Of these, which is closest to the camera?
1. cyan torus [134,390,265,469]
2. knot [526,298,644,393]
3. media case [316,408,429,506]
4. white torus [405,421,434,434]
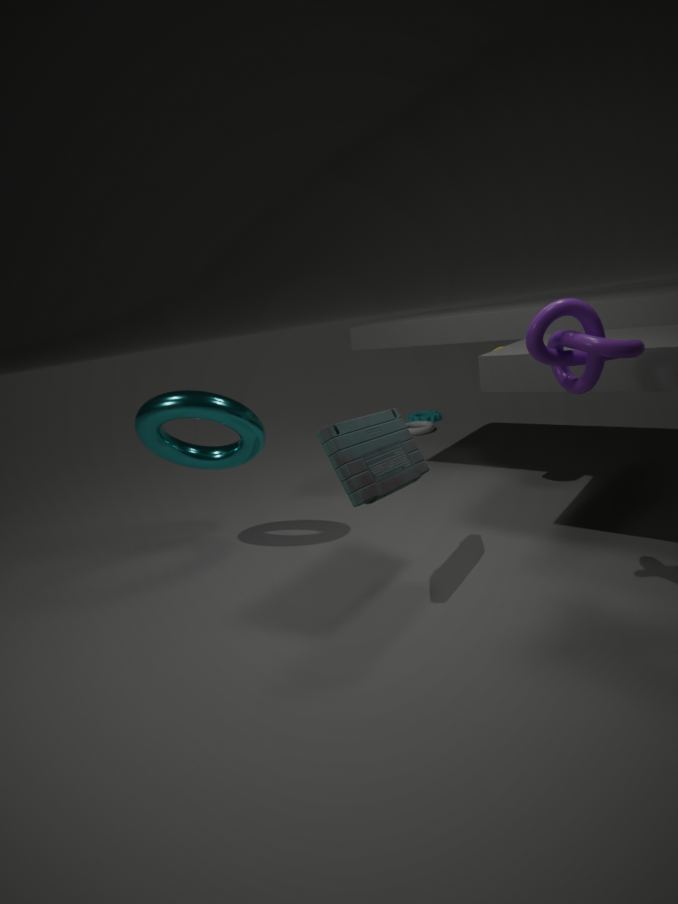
knot [526,298,644,393]
